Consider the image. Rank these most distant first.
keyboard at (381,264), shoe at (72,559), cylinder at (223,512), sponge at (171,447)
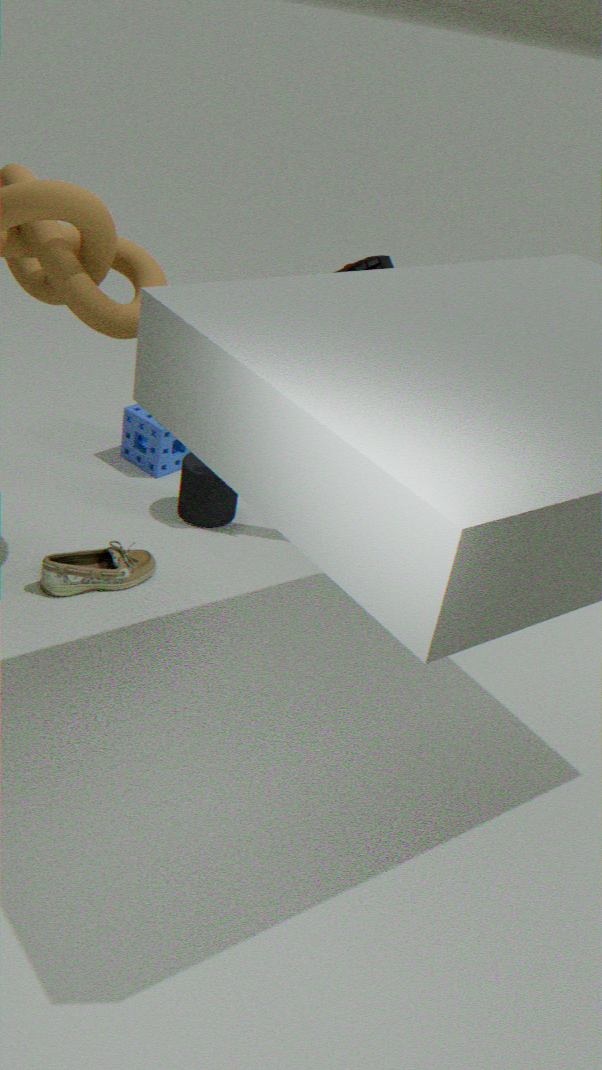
sponge at (171,447) → cylinder at (223,512) → keyboard at (381,264) → shoe at (72,559)
